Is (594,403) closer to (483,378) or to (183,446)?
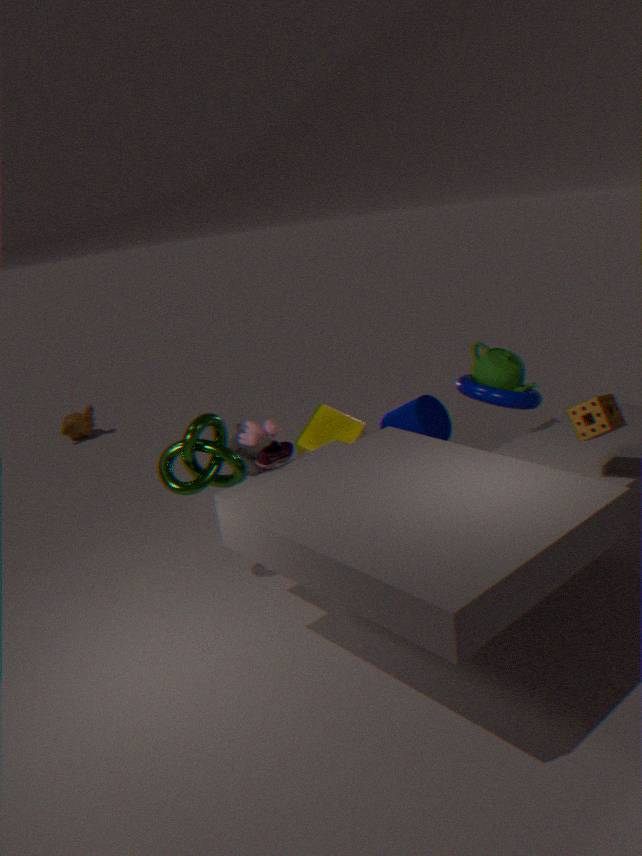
(483,378)
